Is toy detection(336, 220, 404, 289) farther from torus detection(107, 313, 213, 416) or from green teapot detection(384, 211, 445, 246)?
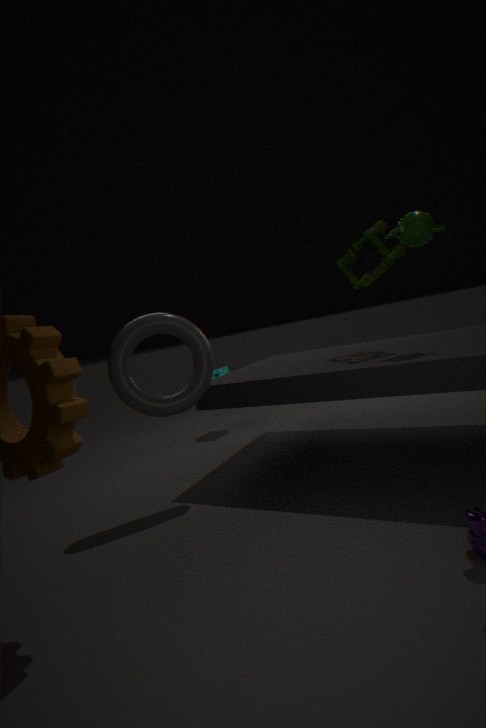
torus detection(107, 313, 213, 416)
